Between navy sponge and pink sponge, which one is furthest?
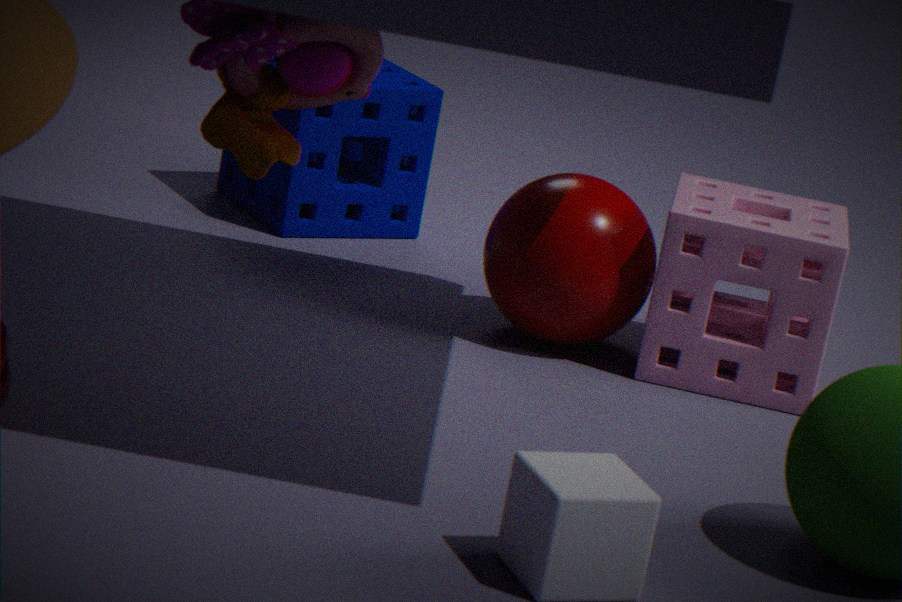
navy sponge
